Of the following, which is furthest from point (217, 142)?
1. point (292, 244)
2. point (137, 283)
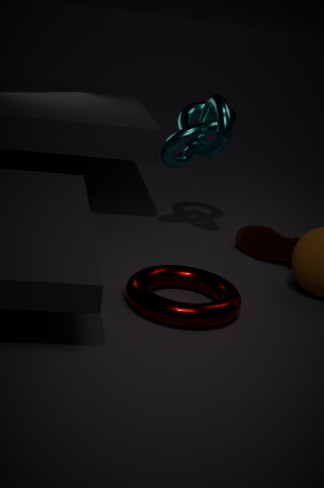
point (137, 283)
